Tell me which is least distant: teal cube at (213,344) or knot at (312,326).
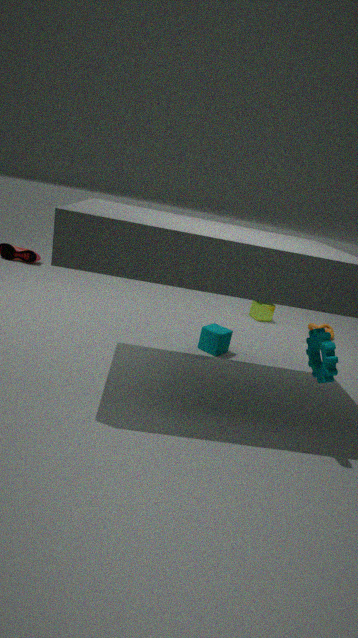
teal cube at (213,344)
